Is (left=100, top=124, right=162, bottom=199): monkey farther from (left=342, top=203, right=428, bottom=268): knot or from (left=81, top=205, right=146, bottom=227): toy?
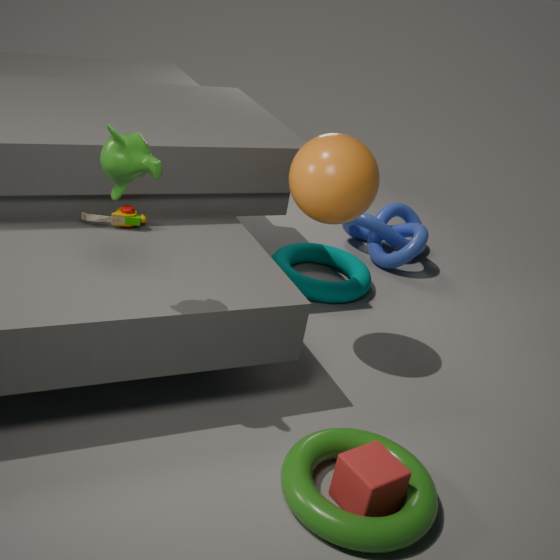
(left=342, top=203, right=428, bottom=268): knot
